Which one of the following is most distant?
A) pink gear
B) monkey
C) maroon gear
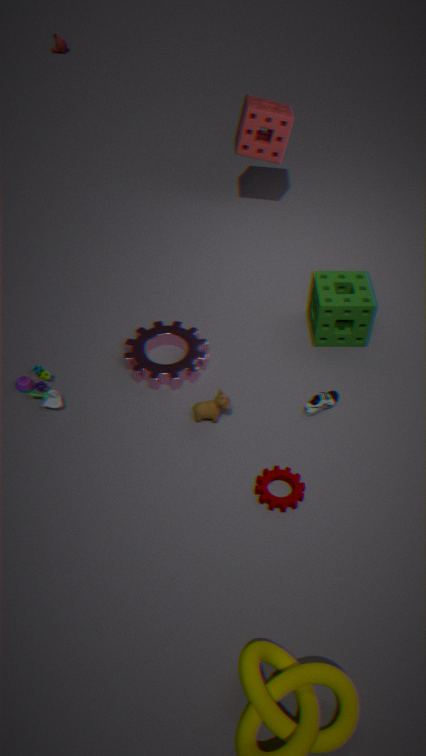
monkey
